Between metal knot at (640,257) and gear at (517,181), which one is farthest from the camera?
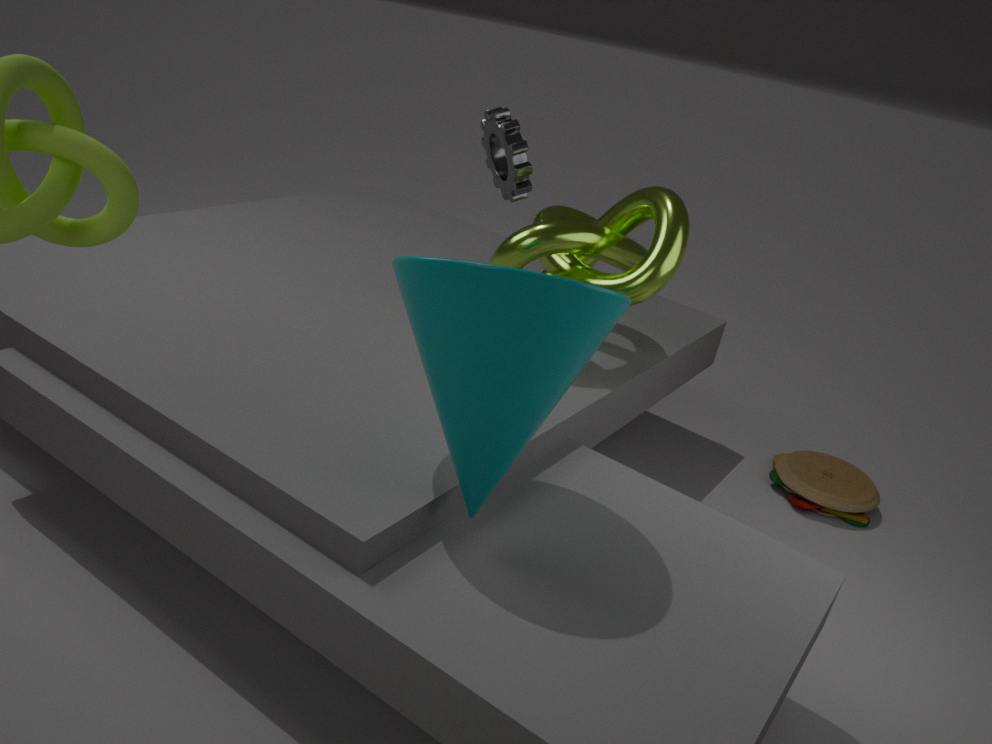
gear at (517,181)
